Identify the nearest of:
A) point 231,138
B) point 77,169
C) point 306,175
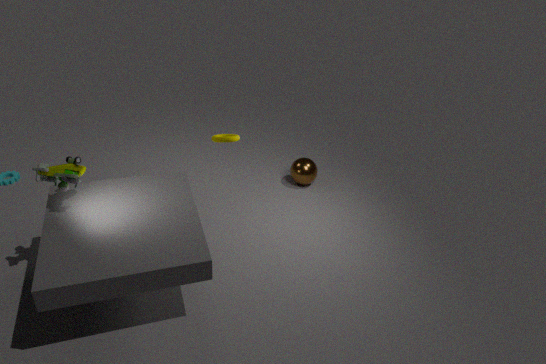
point 77,169
